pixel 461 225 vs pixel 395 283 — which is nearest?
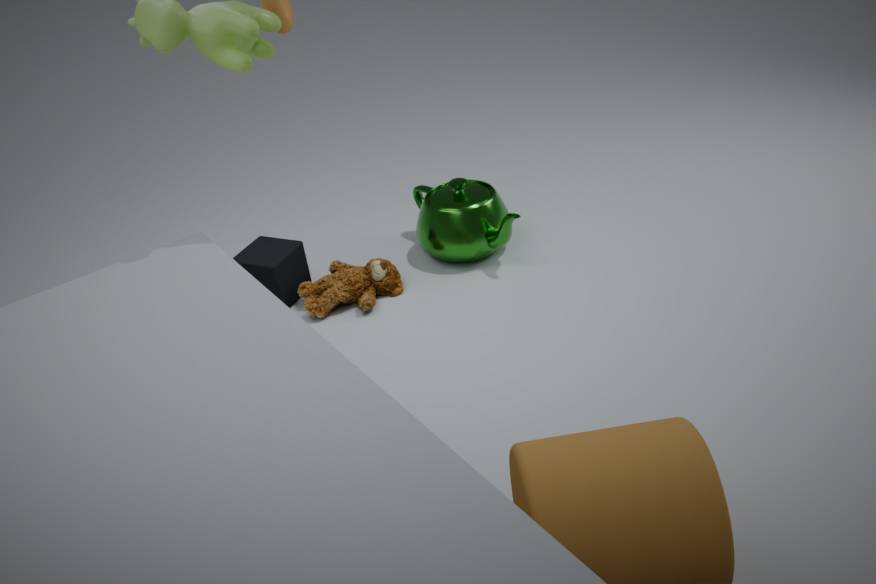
pixel 395 283
